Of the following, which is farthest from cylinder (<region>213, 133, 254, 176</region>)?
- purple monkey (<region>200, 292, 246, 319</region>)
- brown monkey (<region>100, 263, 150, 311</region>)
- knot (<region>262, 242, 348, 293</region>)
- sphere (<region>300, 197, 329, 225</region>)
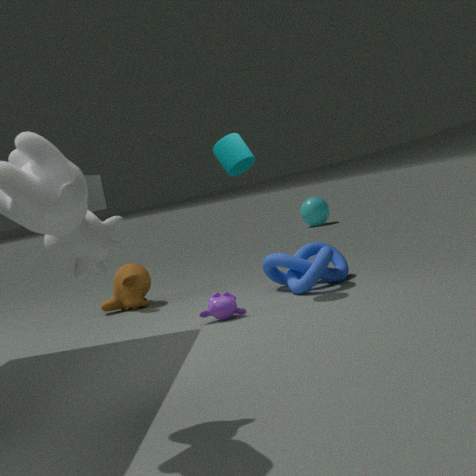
sphere (<region>300, 197, 329, 225</region>)
